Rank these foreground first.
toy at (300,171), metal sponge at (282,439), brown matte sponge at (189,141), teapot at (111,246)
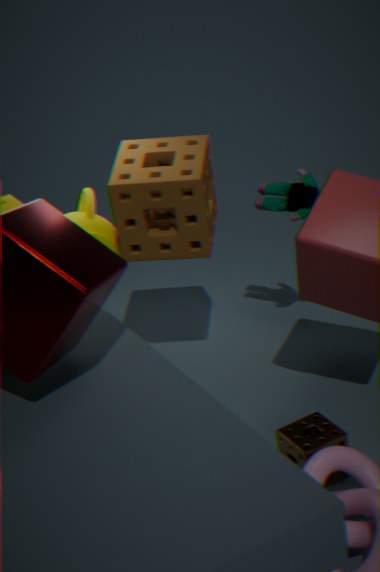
metal sponge at (282,439)
brown matte sponge at (189,141)
teapot at (111,246)
toy at (300,171)
